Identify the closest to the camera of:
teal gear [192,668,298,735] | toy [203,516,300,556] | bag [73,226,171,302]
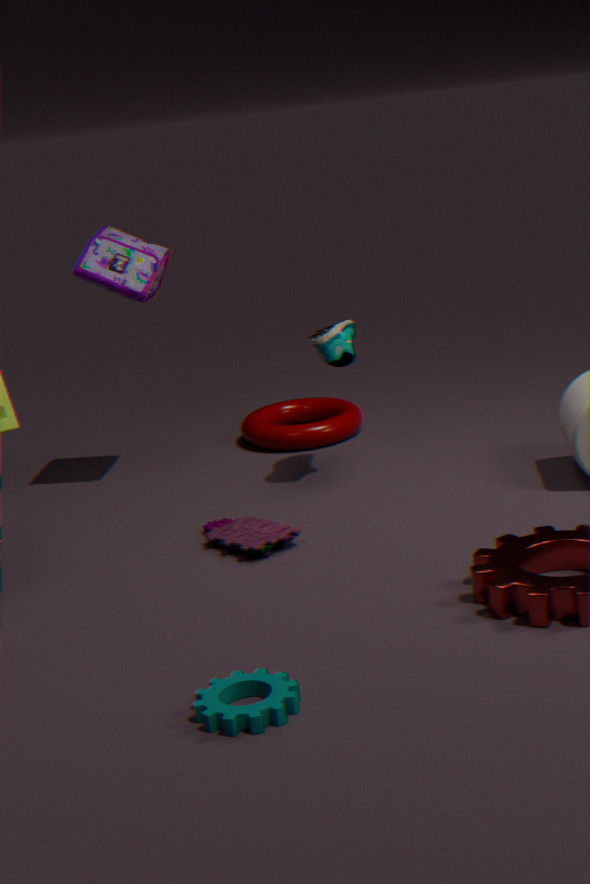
teal gear [192,668,298,735]
